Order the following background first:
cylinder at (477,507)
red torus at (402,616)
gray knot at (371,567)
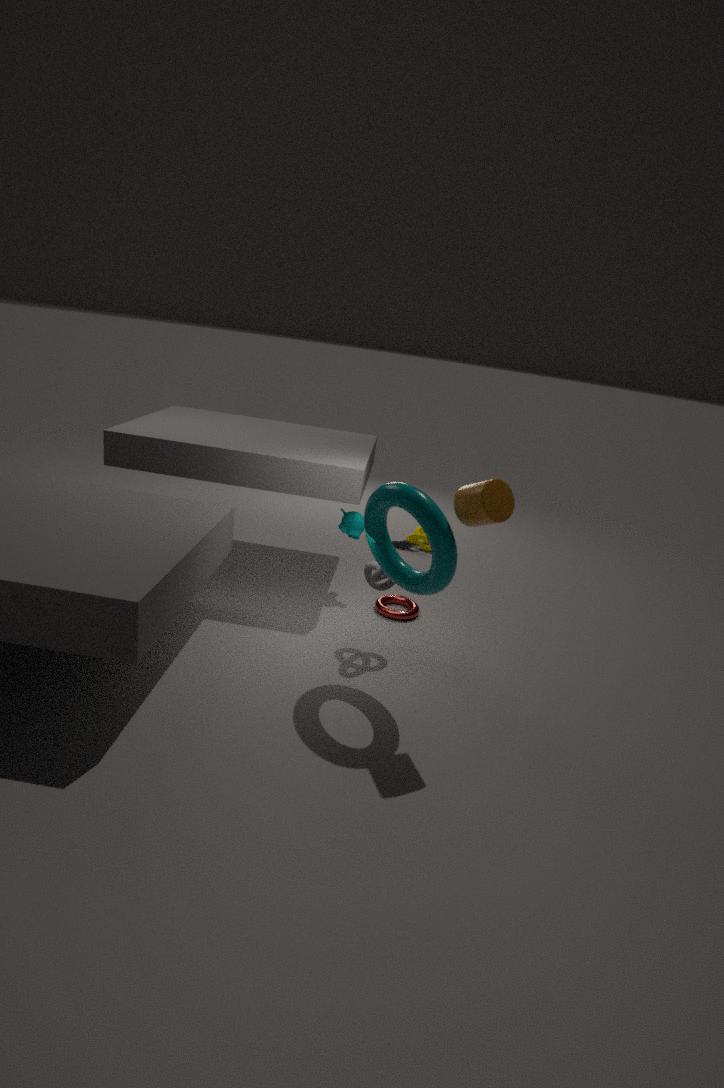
1. red torus at (402,616)
2. gray knot at (371,567)
3. cylinder at (477,507)
